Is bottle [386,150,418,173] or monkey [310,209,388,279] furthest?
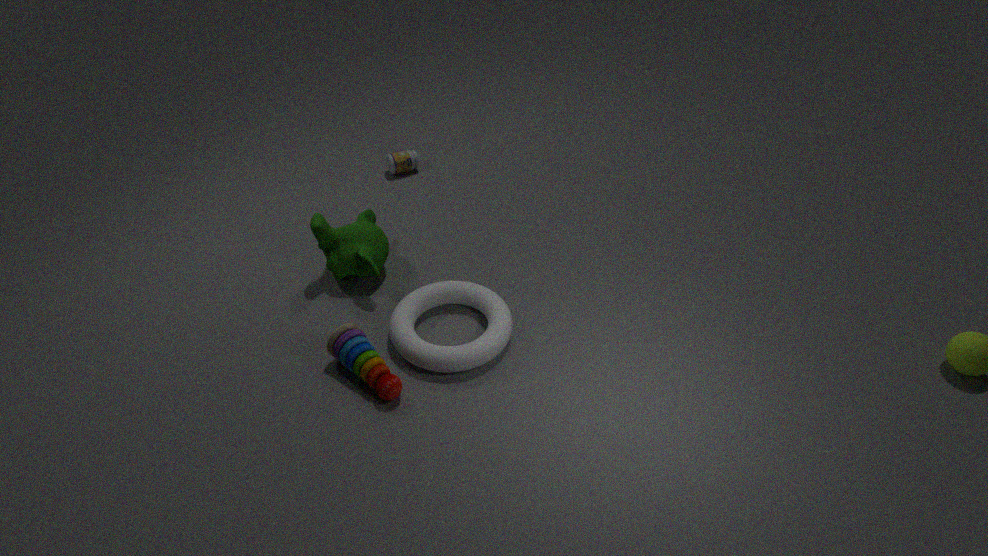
bottle [386,150,418,173]
